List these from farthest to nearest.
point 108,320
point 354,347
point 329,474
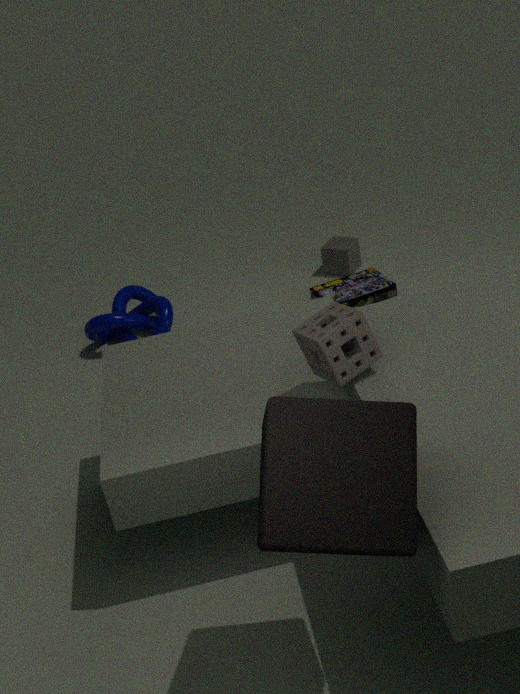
point 108,320 → point 354,347 → point 329,474
